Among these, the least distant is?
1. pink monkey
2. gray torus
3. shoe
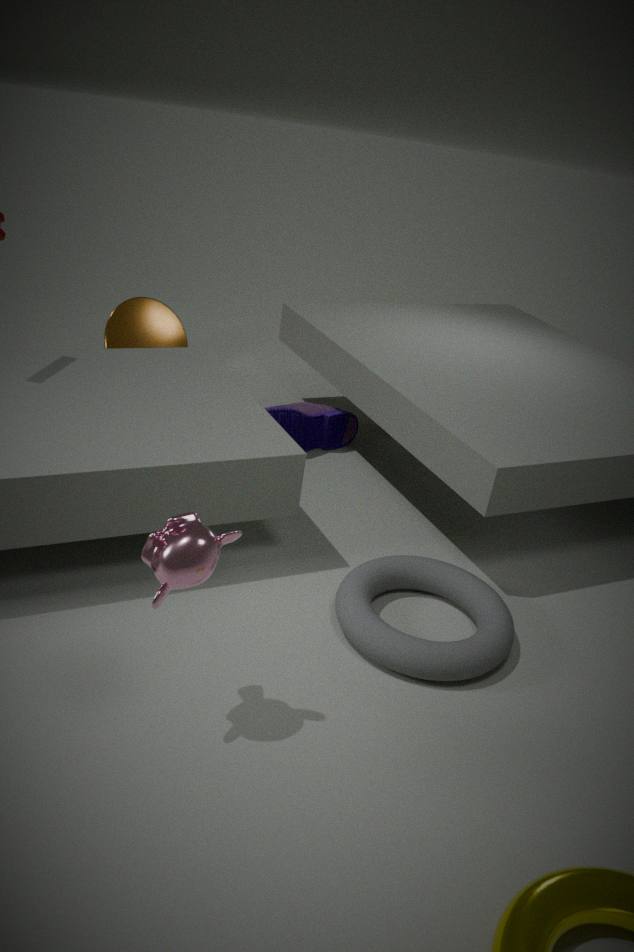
pink monkey
